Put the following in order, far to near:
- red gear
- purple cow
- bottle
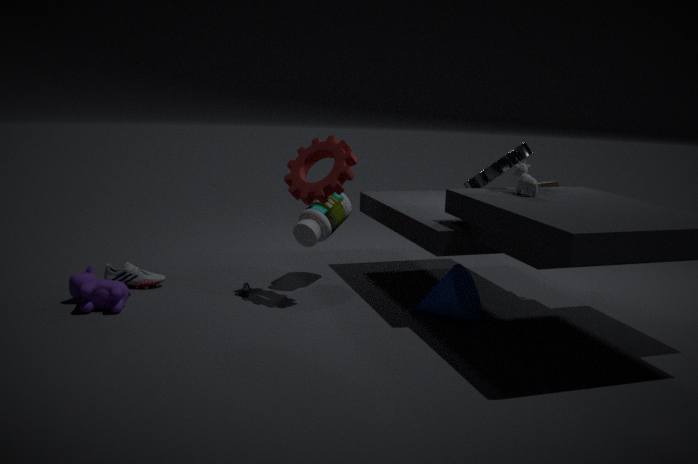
1. bottle
2. red gear
3. purple cow
